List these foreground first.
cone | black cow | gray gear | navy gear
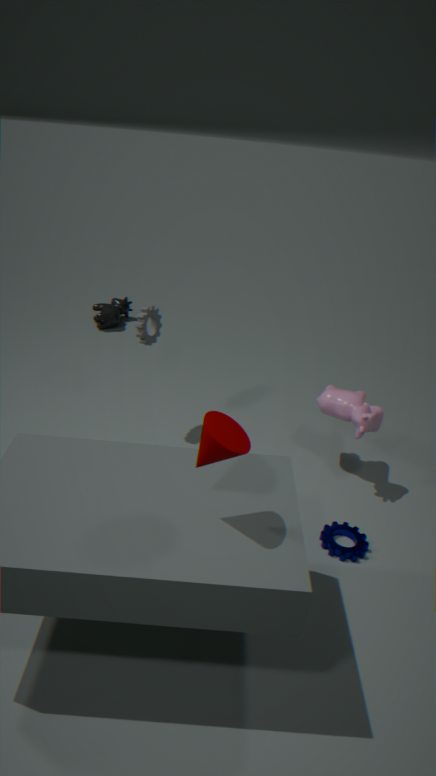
1. cone
2. navy gear
3. gray gear
4. black cow
